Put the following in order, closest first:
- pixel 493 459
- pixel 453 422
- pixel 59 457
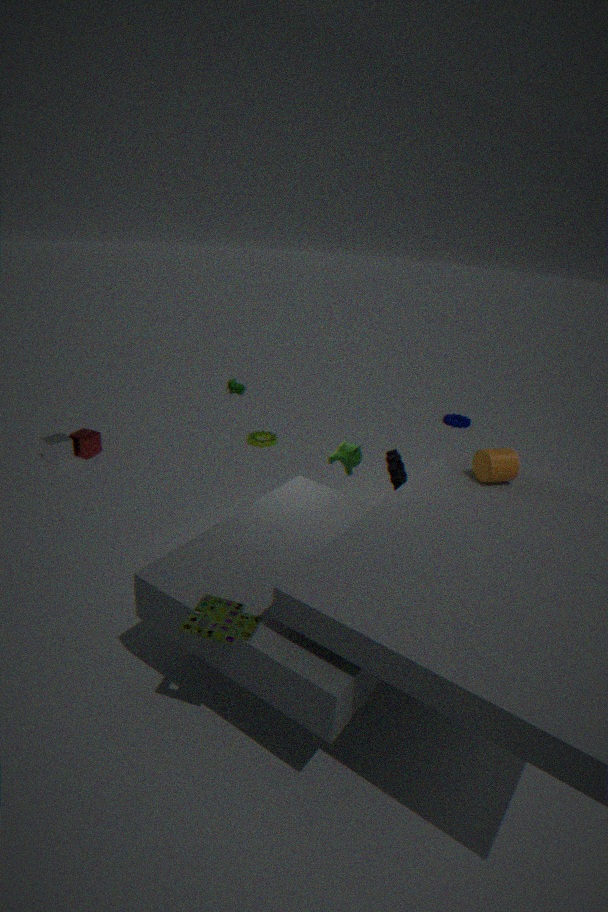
pixel 493 459 < pixel 59 457 < pixel 453 422
